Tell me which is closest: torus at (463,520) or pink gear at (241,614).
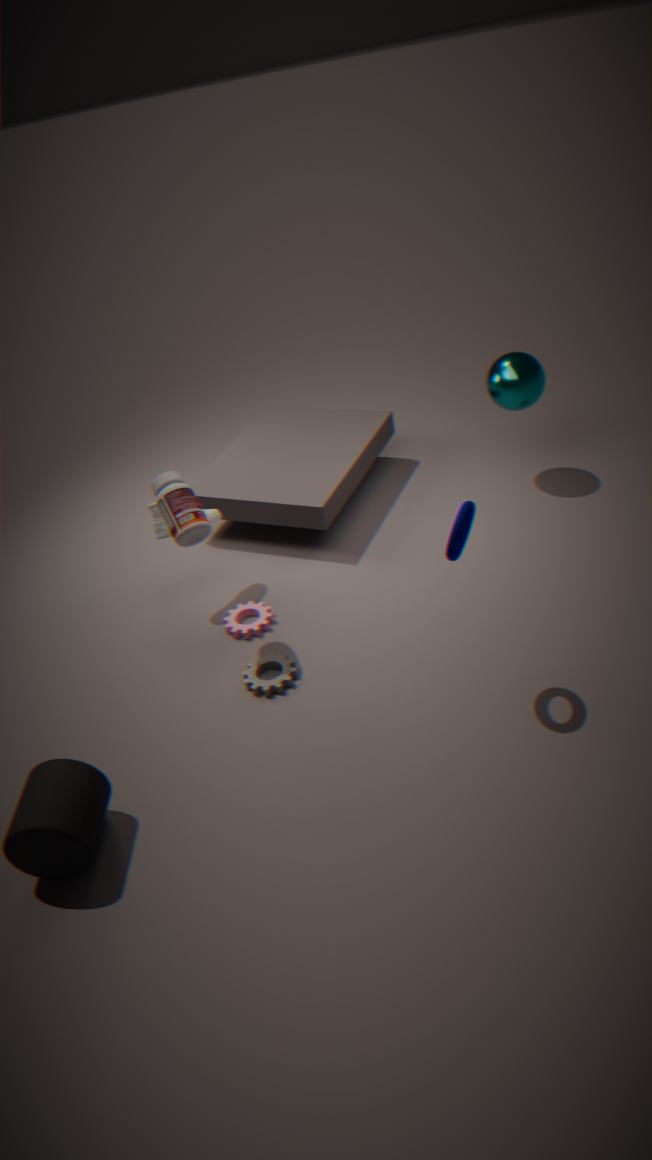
torus at (463,520)
